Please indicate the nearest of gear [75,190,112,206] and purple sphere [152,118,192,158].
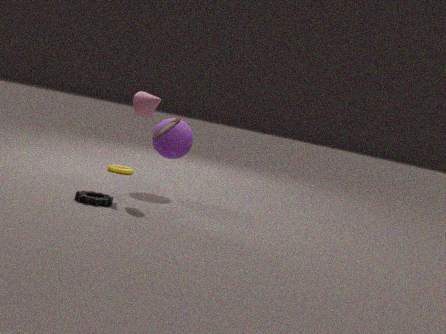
gear [75,190,112,206]
